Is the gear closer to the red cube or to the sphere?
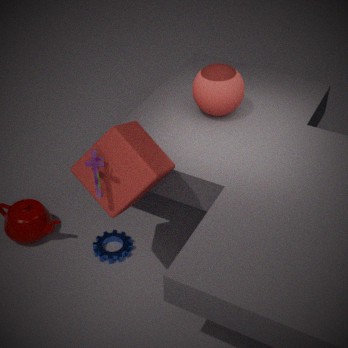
the red cube
